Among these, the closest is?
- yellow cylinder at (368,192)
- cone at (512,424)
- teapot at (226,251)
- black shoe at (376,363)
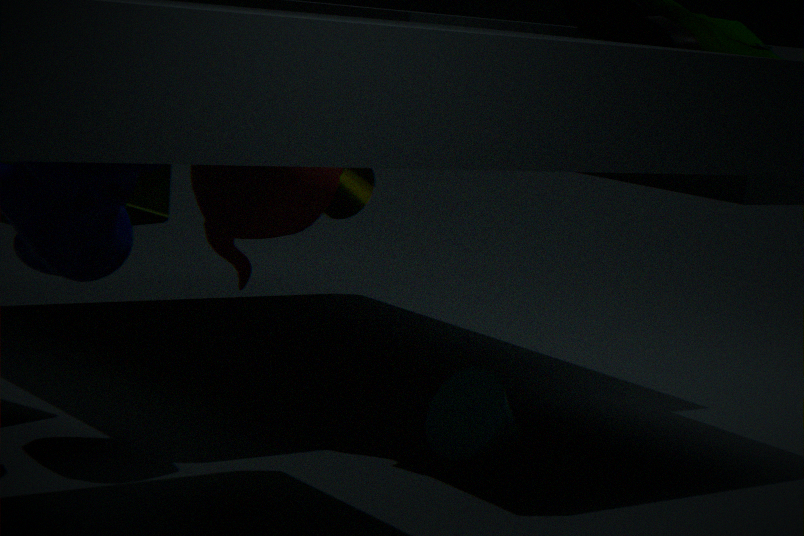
teapot at (226,251)
